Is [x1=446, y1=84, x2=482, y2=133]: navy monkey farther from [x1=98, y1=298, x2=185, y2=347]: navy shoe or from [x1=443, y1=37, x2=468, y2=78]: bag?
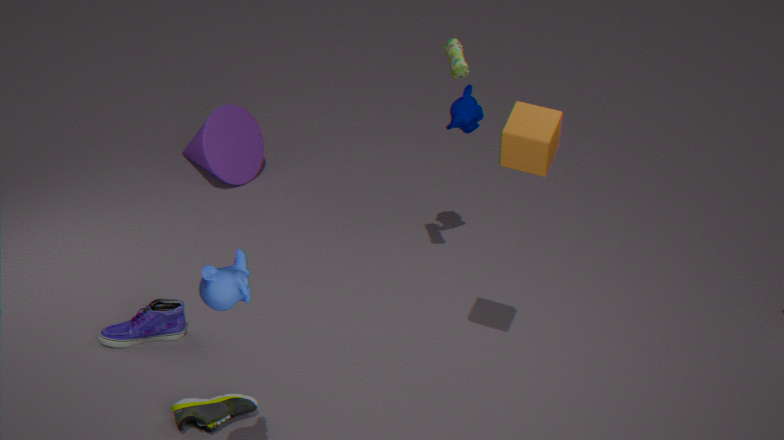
[x1=98, y1=298, x2=185, y2=347]: navy shoe
